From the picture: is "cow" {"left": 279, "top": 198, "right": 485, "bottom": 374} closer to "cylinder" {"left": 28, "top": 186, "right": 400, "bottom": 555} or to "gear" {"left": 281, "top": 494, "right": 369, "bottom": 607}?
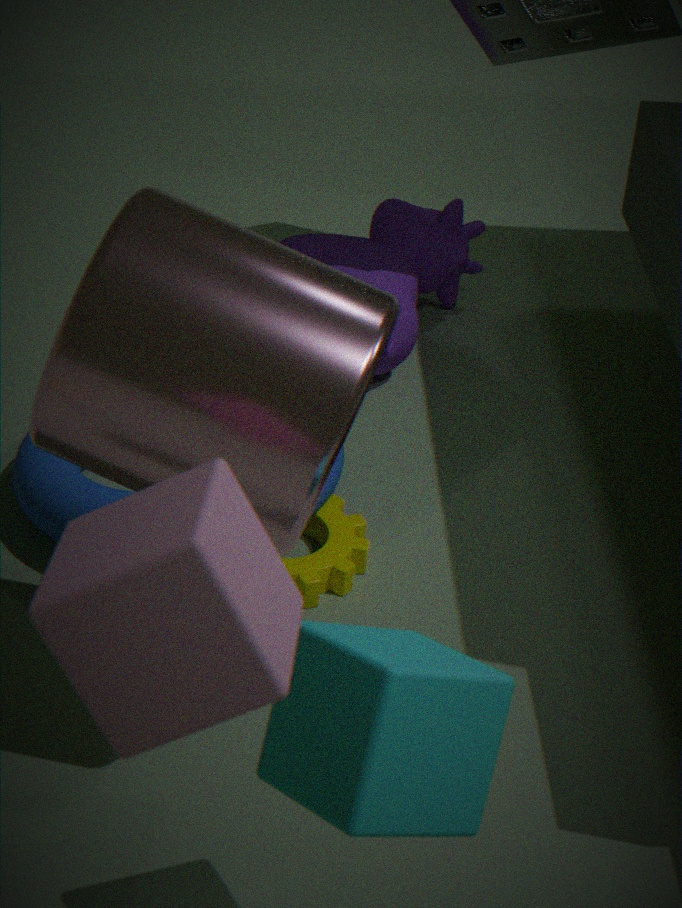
"gear" {"left": 281, "top": 494, "right": 369, "bottom": 607}
